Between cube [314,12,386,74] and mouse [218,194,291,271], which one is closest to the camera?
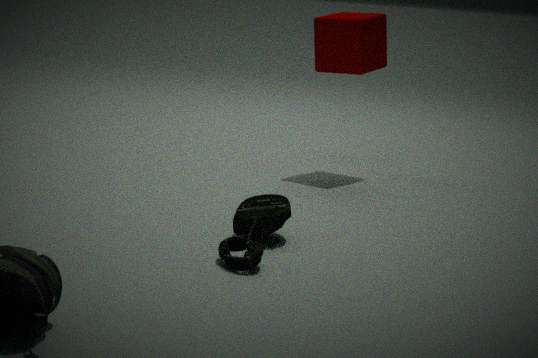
mouse [218,194,291,271]
